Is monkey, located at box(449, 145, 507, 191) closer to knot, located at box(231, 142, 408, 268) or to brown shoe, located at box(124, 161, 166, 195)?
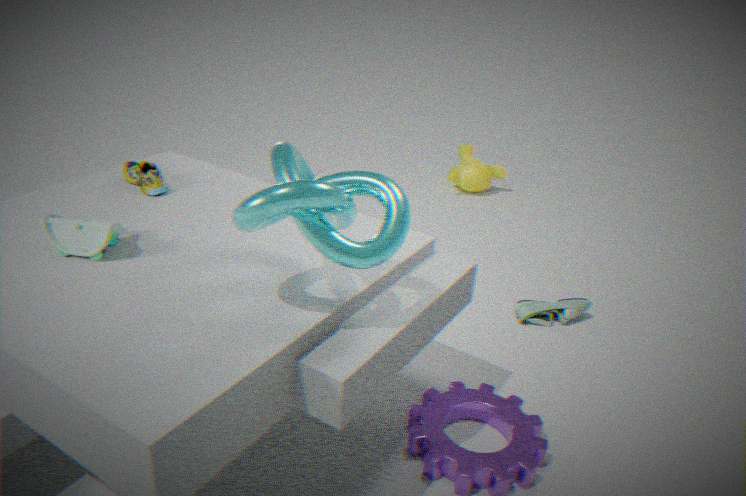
brown shoe, located at box(124, 161, 166, 195)
